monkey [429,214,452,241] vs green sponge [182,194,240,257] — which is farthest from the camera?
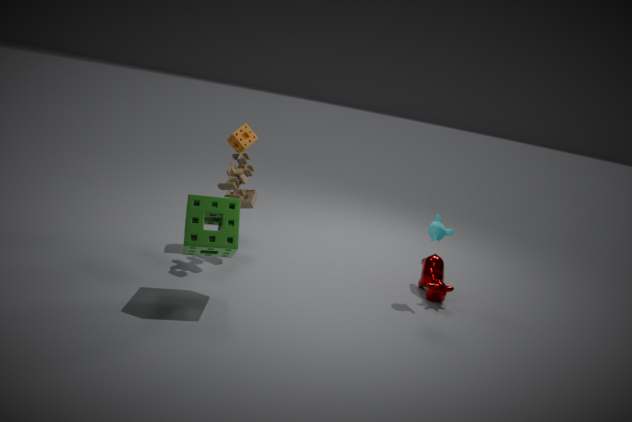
monkey [429,214,452,241]
